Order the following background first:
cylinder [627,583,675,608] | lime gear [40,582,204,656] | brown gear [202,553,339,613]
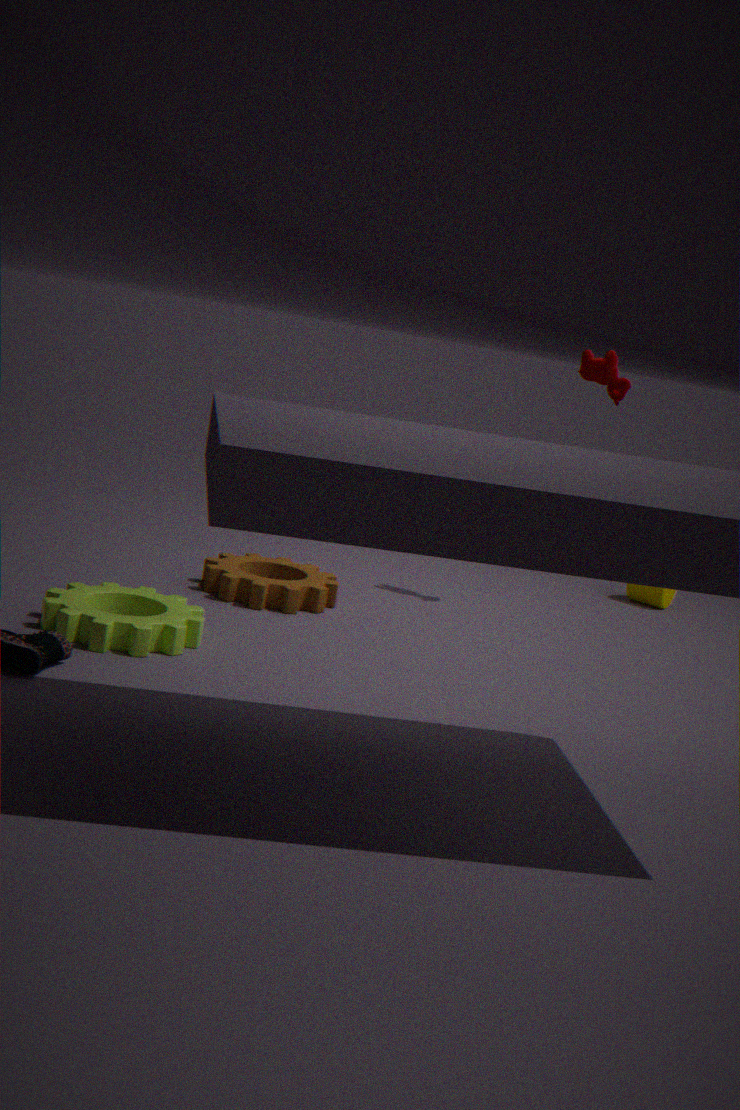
1. cylinder [627,583,675,608]
2. brown gear [202,553,339,613]
3. lime gear [40,582,204,656]
